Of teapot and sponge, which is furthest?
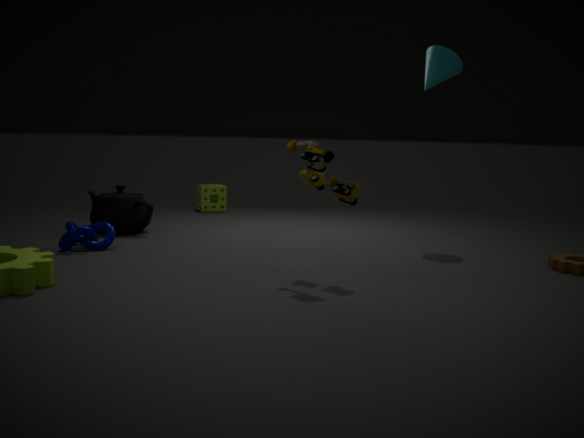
sponge
